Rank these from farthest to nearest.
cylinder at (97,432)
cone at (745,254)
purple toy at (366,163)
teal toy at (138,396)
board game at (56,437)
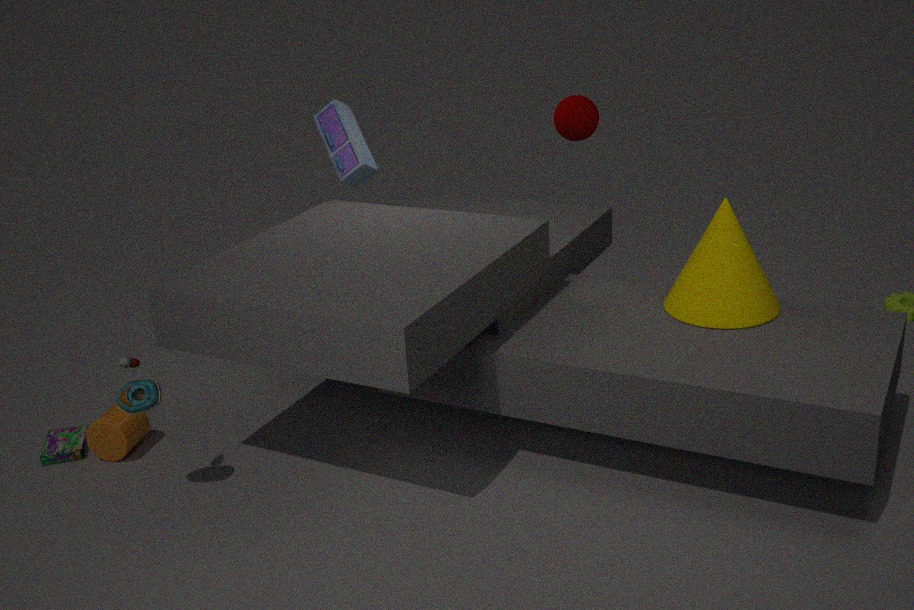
purple toy at (366,163), board game at (56,437), cylinder at (97,432), cone at (745,254), teal toy at (138,396)
